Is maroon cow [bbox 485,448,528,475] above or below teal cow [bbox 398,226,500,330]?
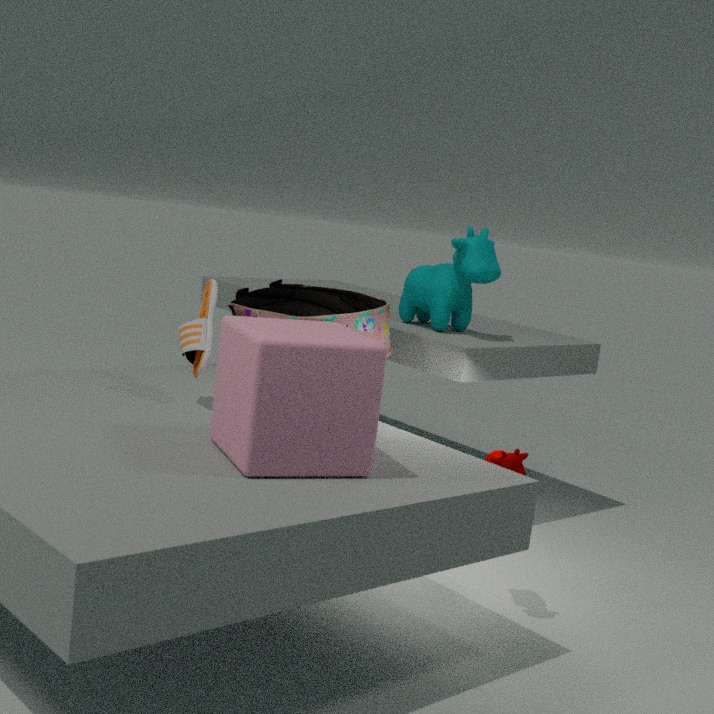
below
